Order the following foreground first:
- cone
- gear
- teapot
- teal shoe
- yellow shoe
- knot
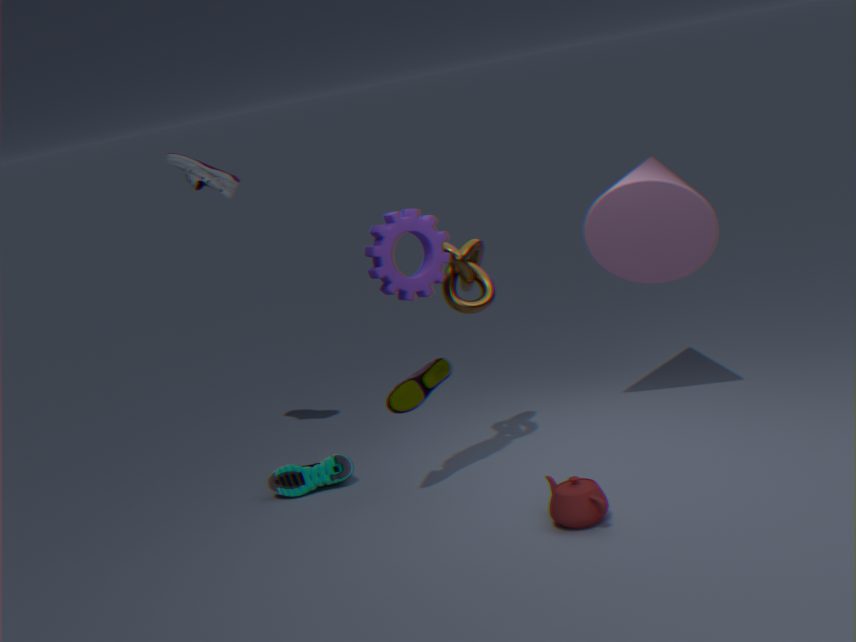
teapot
gear
yellow shoe
knot
cone
teal shoe
